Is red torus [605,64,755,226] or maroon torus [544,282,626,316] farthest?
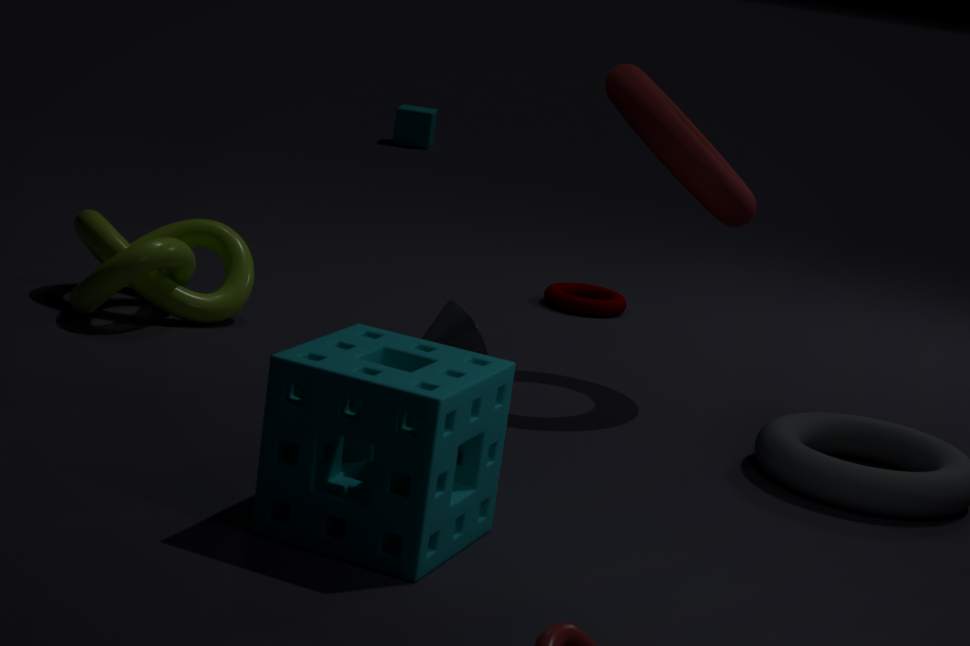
maroon torus [544,282,626,316]
